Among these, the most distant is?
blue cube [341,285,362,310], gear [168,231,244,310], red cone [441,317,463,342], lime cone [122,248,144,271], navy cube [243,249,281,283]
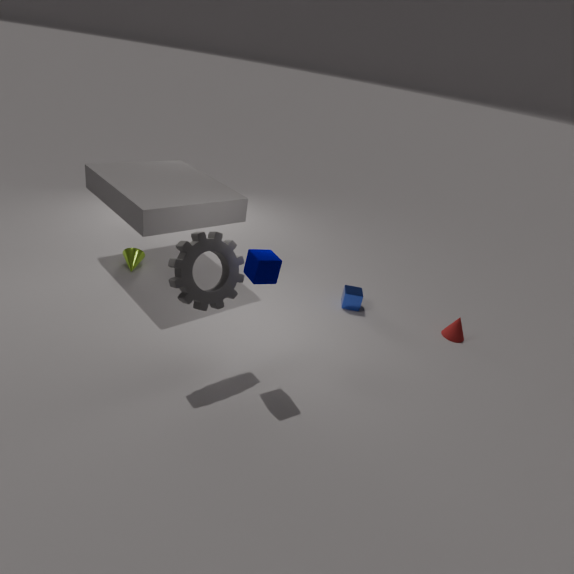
lime cone [122,248,144,271]
